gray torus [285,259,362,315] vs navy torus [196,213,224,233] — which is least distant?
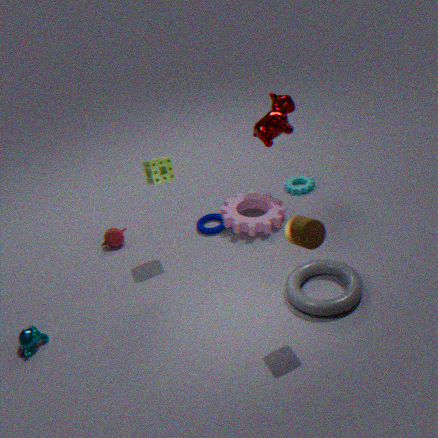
gray torus [285,259,362,315]
